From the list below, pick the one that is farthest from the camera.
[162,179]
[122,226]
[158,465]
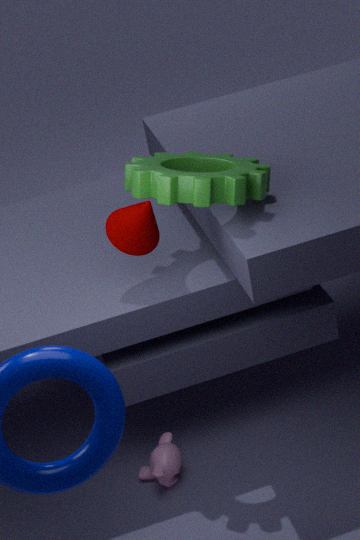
[158,465]
